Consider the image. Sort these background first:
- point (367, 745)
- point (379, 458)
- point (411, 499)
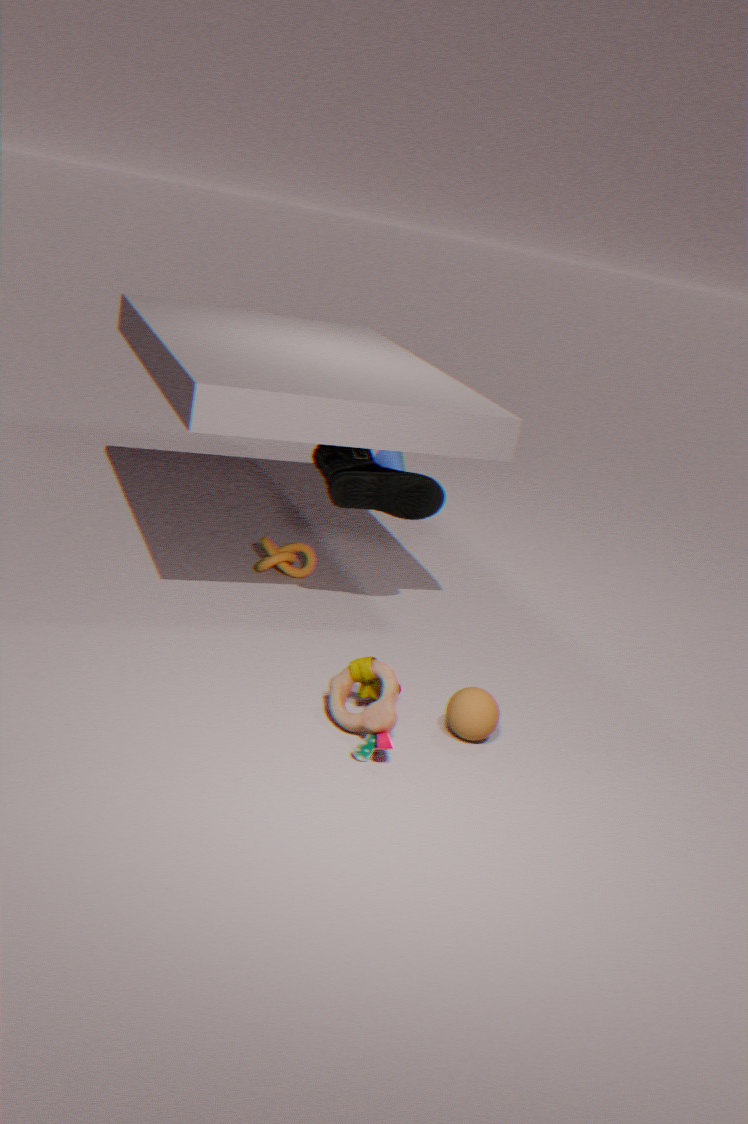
point (379, 458)
point (411, 499)
point (367, 745)
